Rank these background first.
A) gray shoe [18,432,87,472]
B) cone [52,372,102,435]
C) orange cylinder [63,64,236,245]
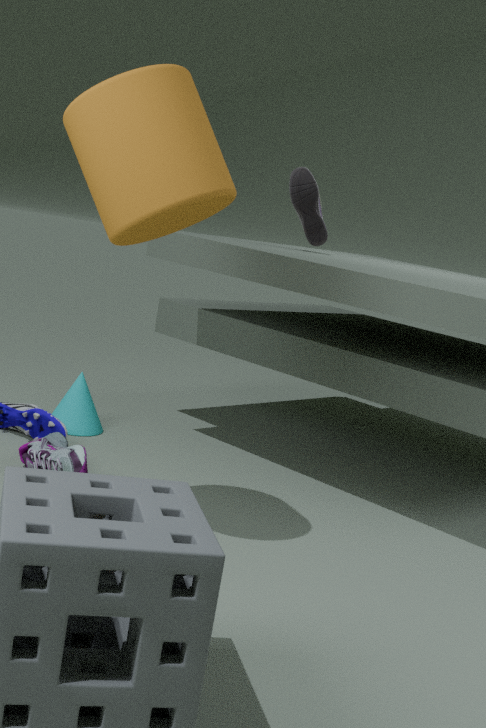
cone [52,372,102,435] → gray shoe [18,432,87,472] → orange cylinder [63,64,236,245]
